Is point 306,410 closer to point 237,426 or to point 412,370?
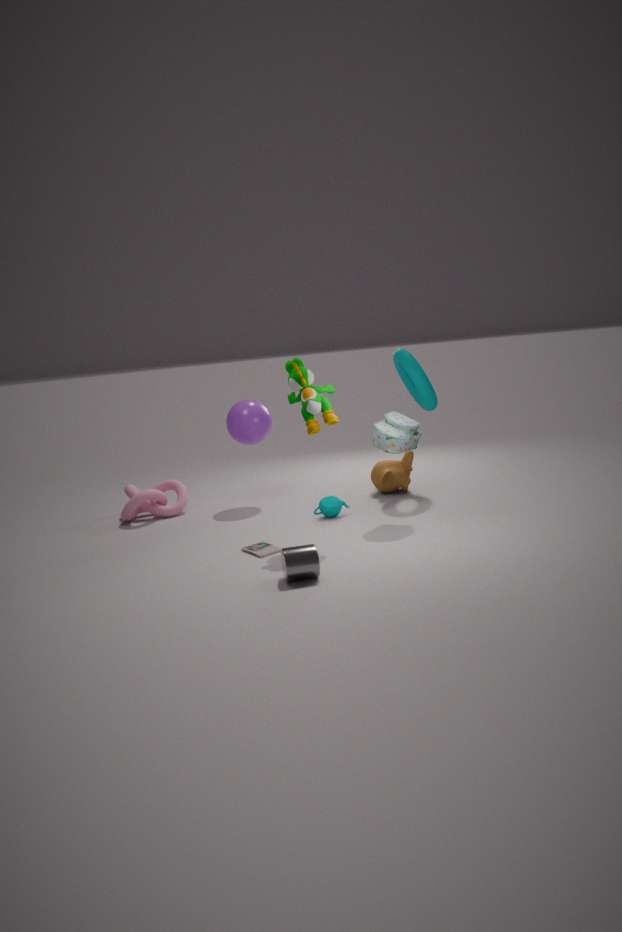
point 237,426
